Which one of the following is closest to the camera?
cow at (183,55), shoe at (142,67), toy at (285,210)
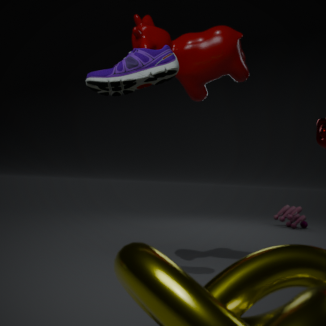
shoe at (142,67)
